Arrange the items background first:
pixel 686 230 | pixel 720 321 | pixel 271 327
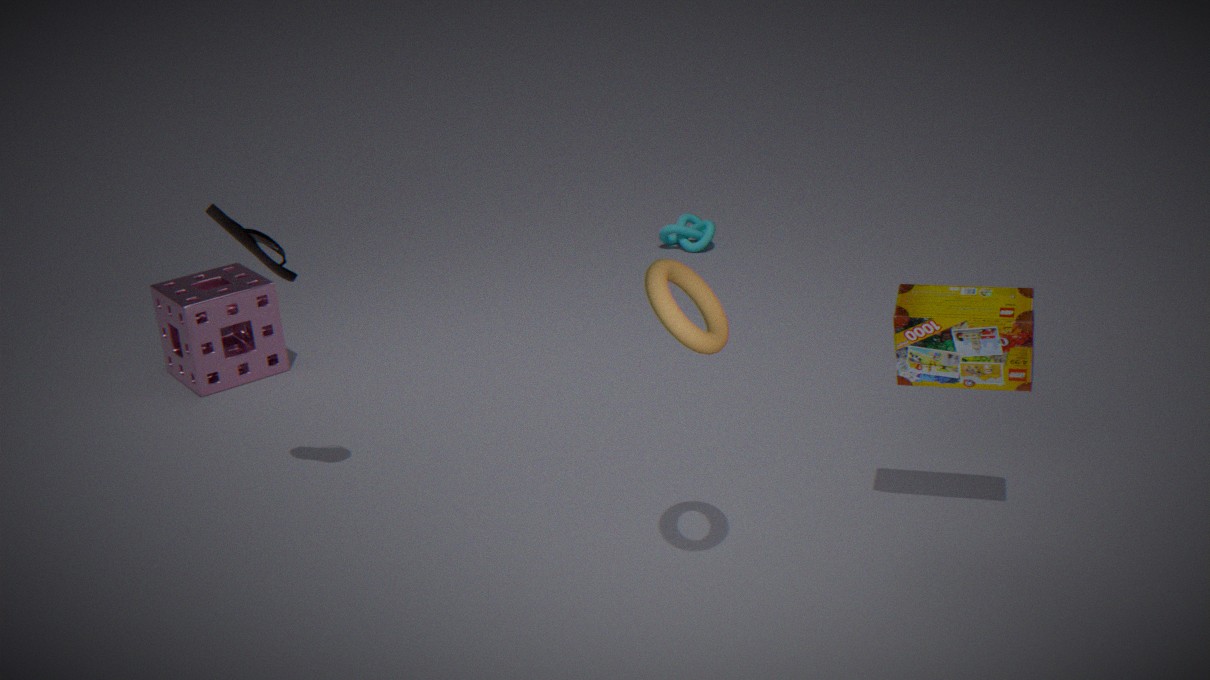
pixel 686 230
pixel 271 327
pixel 720 321
